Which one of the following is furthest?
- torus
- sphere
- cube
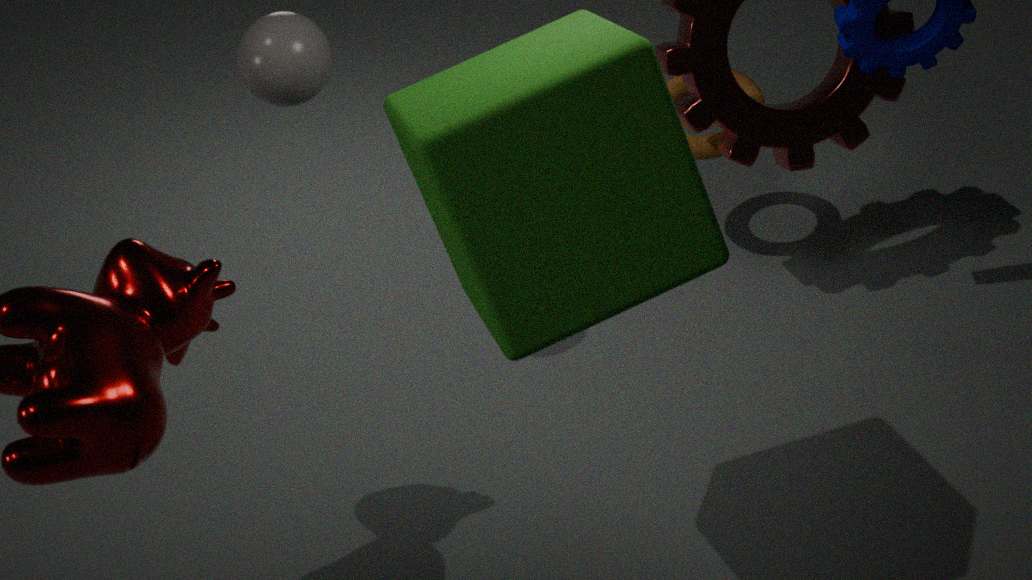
torus
